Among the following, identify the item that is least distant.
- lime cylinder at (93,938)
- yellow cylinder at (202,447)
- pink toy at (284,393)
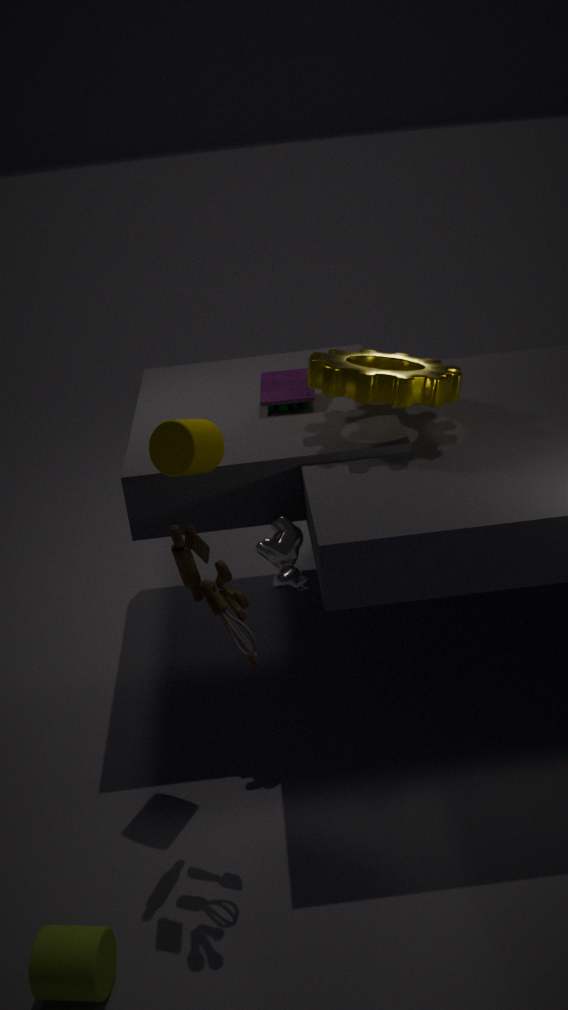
lime cylinder at (93,938)
